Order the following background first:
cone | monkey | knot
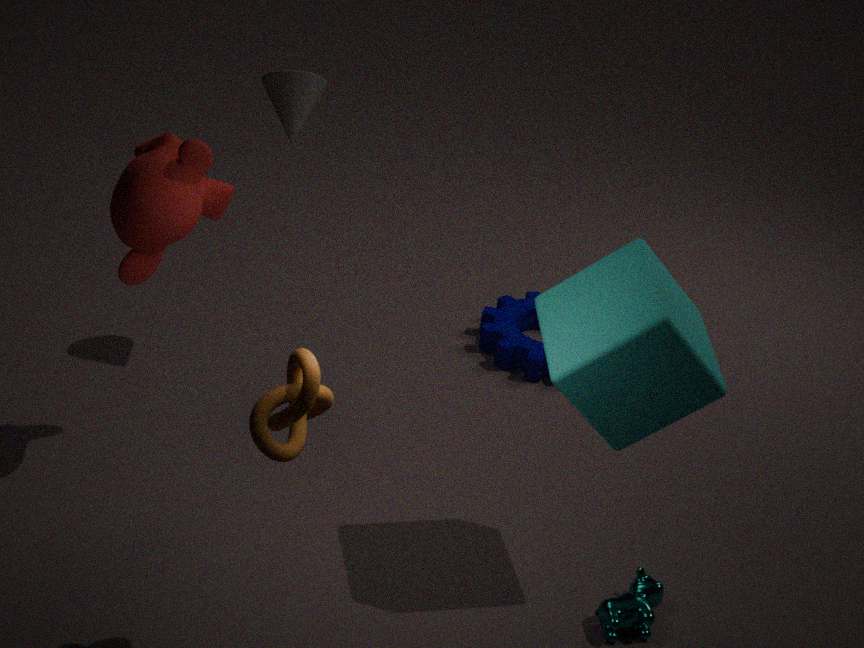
cone
monkey
knot
